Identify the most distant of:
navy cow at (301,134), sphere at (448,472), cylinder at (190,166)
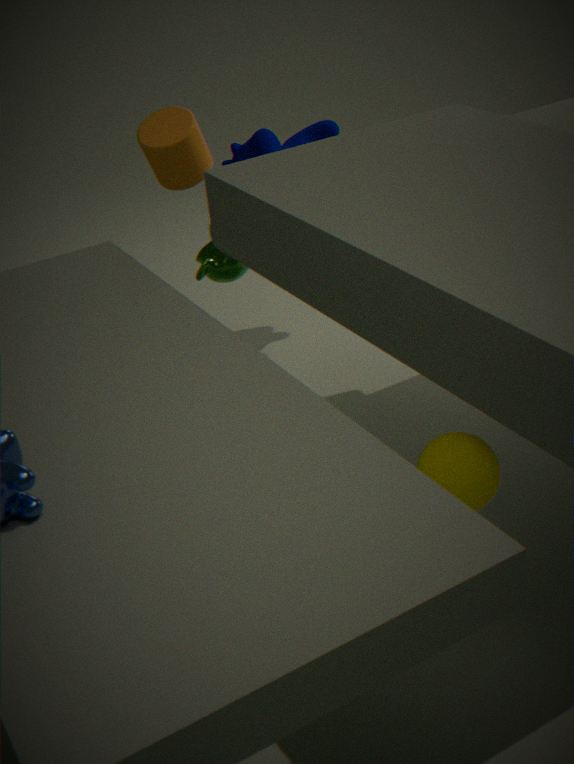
navy cow at (301,134)
